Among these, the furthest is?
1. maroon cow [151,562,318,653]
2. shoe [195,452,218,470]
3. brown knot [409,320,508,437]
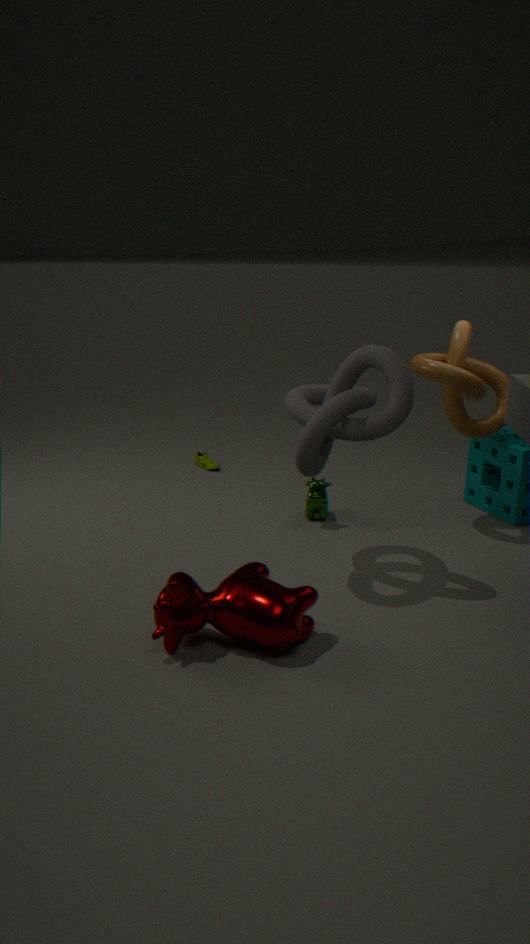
shoe [195,452,218,470]
